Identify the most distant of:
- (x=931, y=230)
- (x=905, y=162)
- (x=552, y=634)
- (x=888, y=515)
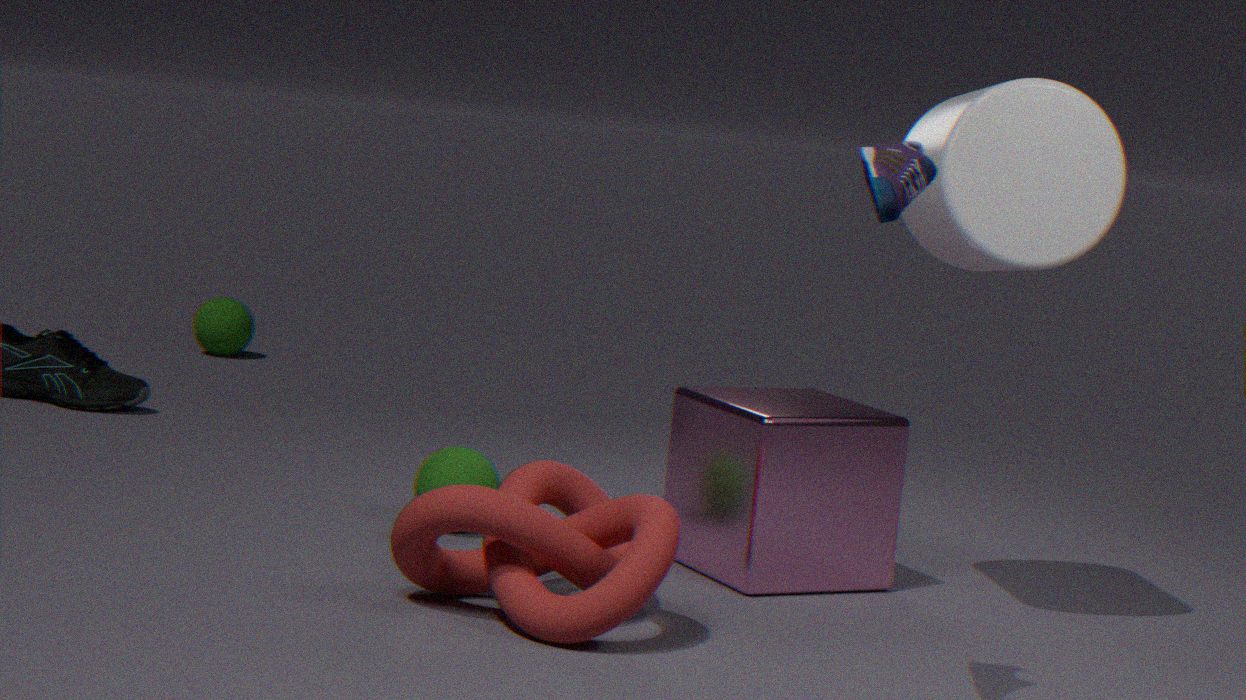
(x=888, y=515)
